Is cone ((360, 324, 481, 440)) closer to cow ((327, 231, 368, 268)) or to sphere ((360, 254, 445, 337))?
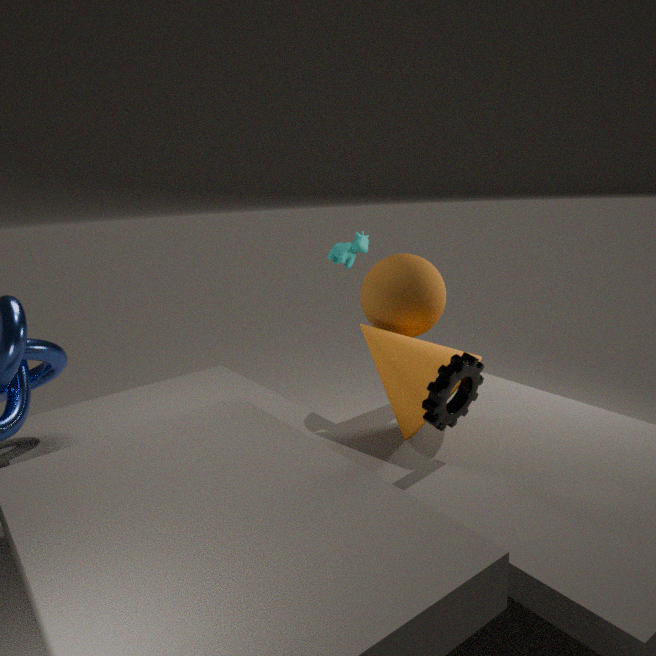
sphere ((360, 254, 445, 337))
